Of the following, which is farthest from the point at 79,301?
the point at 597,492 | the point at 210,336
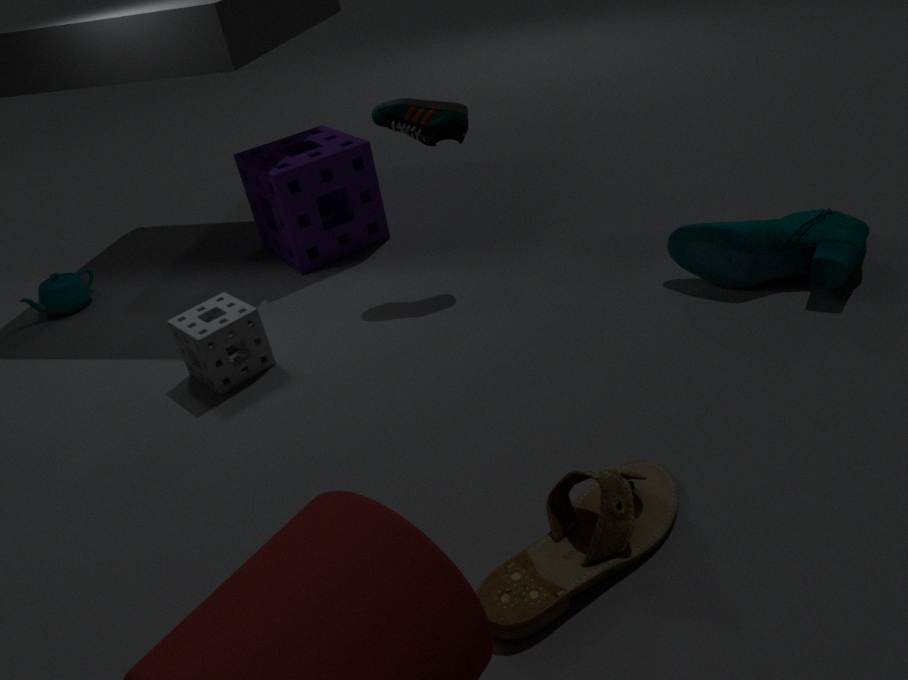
the point at 597,492
